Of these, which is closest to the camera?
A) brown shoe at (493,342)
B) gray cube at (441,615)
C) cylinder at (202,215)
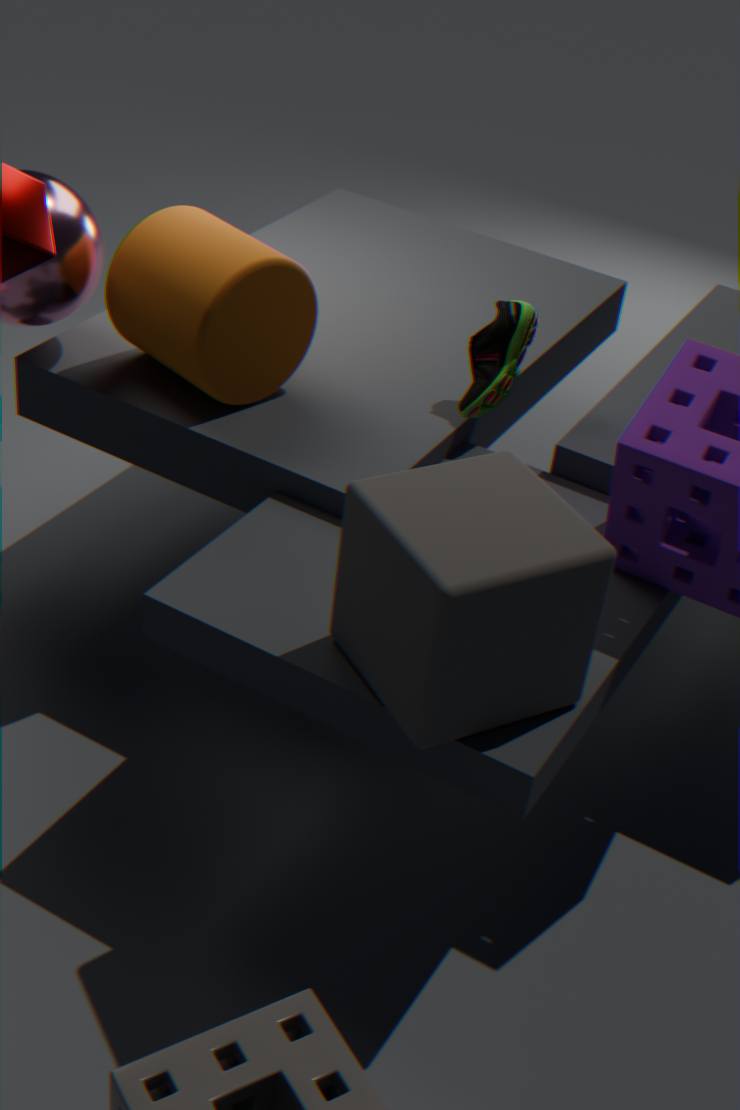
gray cube at (441,615)
